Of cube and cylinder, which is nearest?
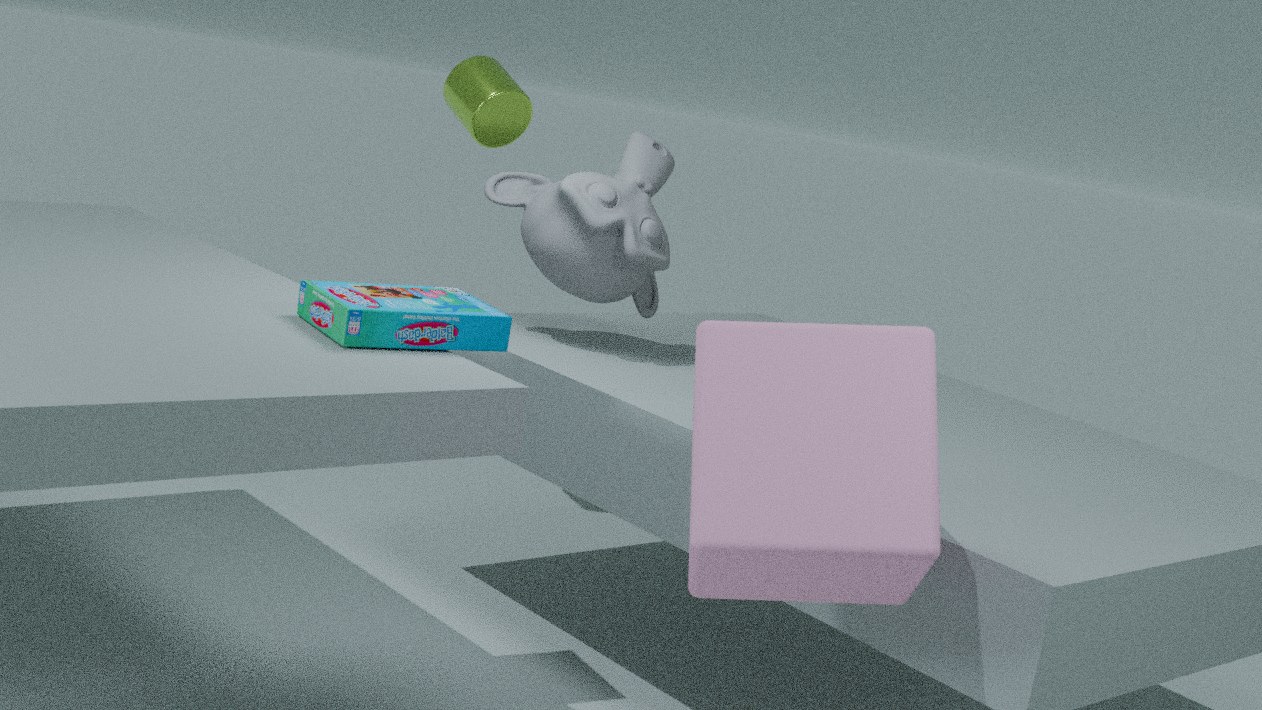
cube
